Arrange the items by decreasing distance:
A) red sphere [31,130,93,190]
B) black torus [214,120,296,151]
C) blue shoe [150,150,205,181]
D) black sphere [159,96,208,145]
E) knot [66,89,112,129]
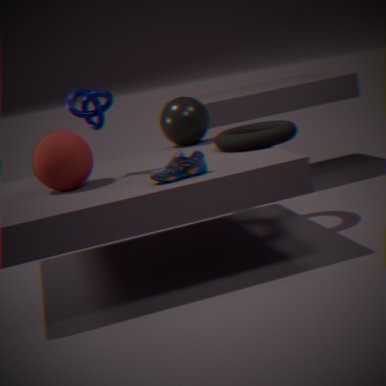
black sphere [159,96,208,145] < black torus [214,120,296,151] < knot [66,89,112,129] < red sphere [31,130,93,190] < blue shoe [150,150,205,181]
